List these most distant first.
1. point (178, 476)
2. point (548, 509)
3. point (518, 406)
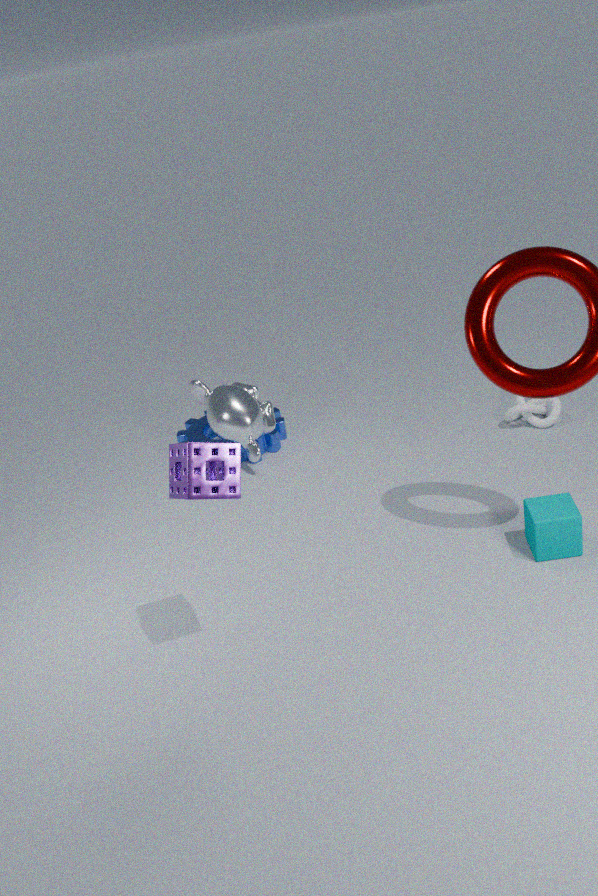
point (518, 406) → point (548, 509) → point (178, 476)
